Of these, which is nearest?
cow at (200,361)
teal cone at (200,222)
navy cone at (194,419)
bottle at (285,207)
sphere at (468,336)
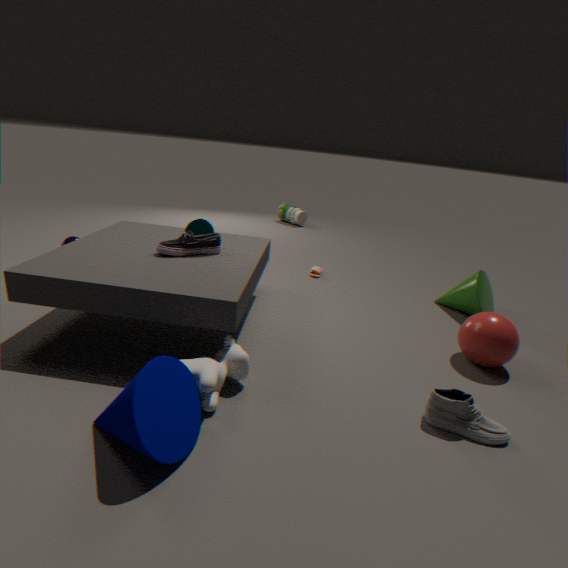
navy cone at (194,419)
